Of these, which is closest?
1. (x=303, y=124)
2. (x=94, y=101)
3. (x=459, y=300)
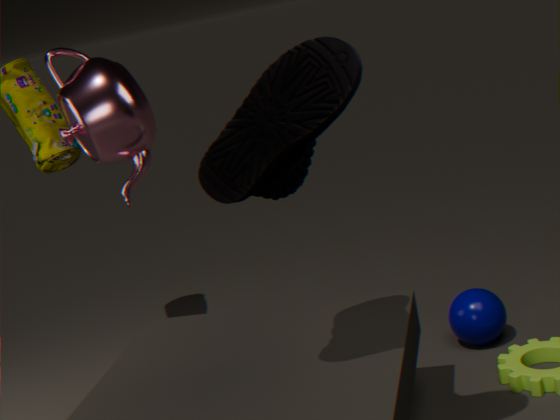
(x=303, y=124)
